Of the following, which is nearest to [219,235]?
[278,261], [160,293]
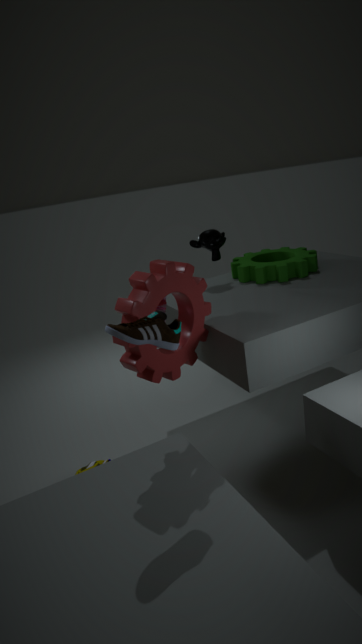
[278,261]
